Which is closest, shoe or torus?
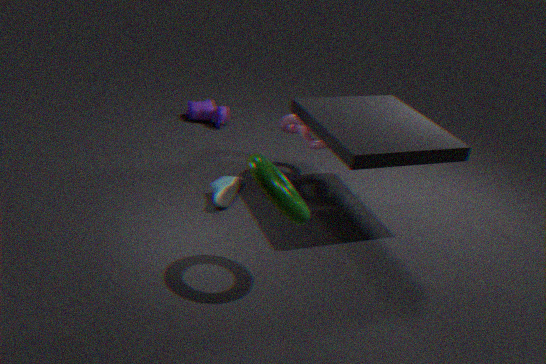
torus
